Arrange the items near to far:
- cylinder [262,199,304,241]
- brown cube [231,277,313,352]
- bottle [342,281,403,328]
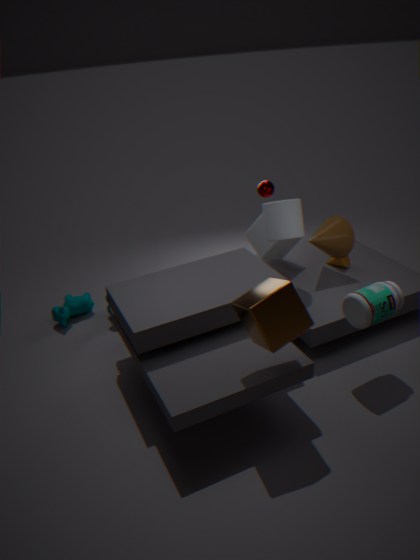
brown cube [231,277,313,352] < bottle [342,281,403,328] < cylinder [262,199,304,241]
